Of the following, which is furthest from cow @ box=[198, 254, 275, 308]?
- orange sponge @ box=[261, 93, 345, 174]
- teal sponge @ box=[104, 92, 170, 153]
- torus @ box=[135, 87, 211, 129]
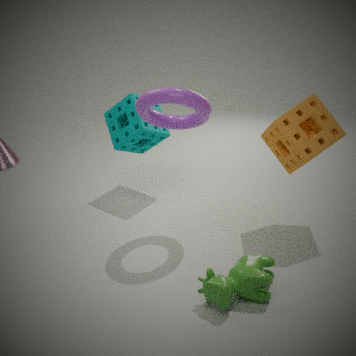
teal sponge @ box=[104, 92, 170, 153]
